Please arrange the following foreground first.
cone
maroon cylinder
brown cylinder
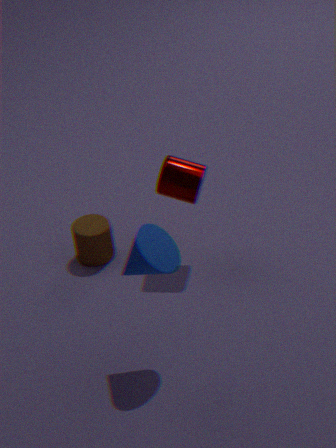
1. cone
2. maroon cylinder
3. brown cylinder
